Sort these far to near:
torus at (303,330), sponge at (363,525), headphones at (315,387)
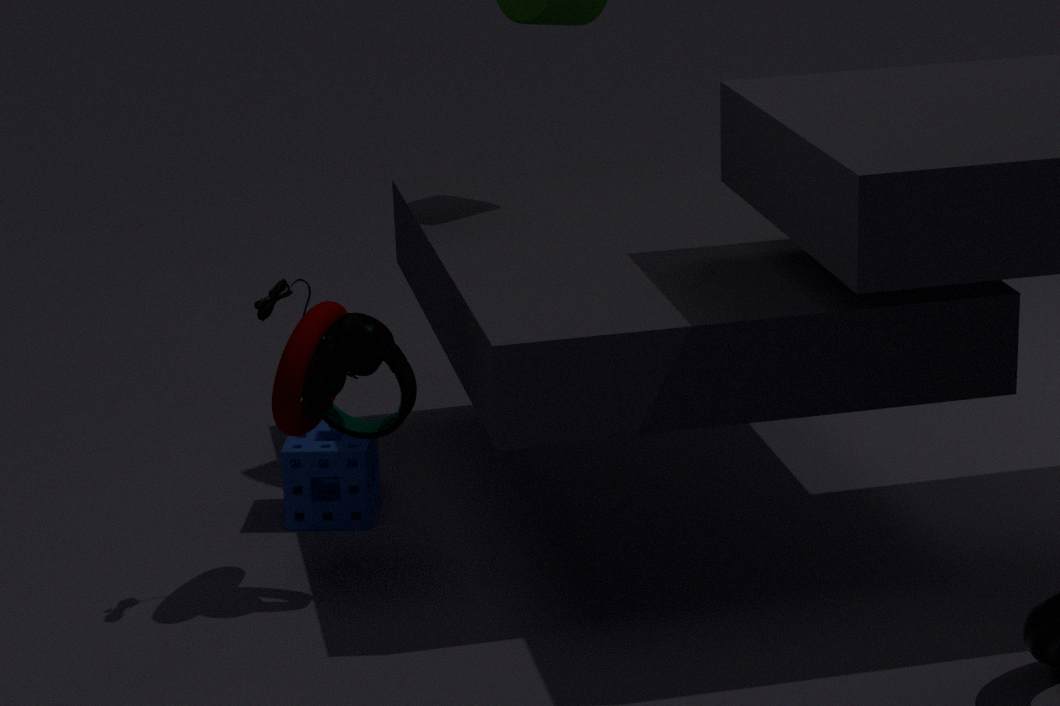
sponge at (363,525)
headphones at (315,387)
torus at (303,330)
